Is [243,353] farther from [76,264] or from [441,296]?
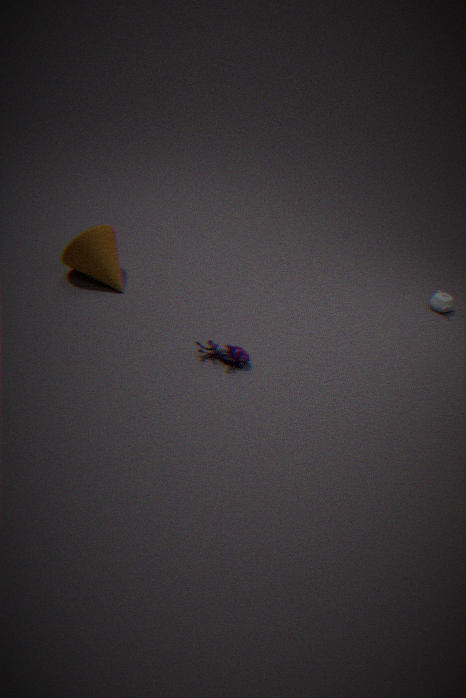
[441,296]
